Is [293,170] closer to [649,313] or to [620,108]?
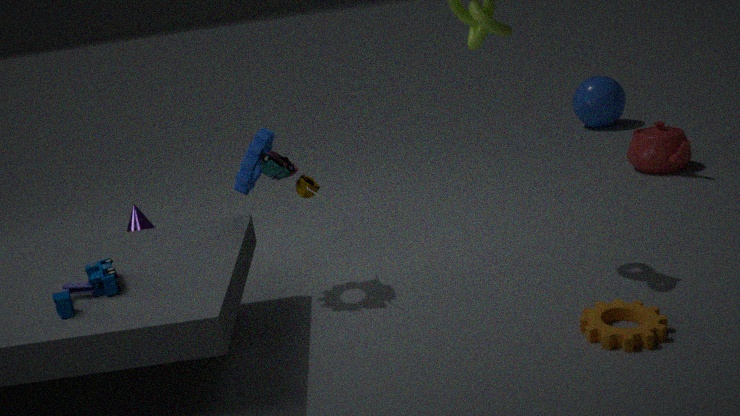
[649,313]
